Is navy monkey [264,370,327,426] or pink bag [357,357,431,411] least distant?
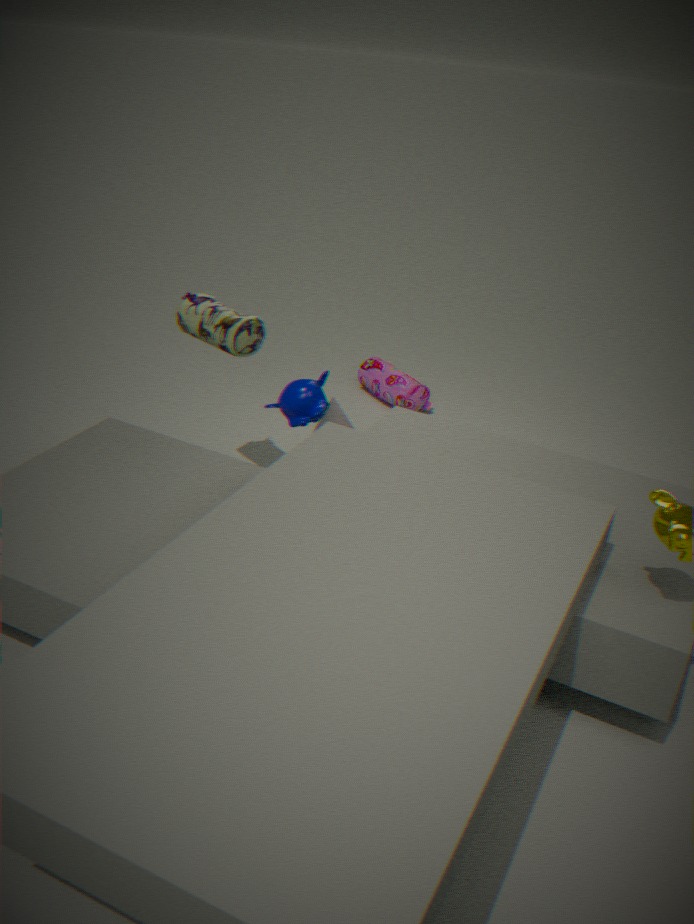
navy monkey [264,370,327,426]
